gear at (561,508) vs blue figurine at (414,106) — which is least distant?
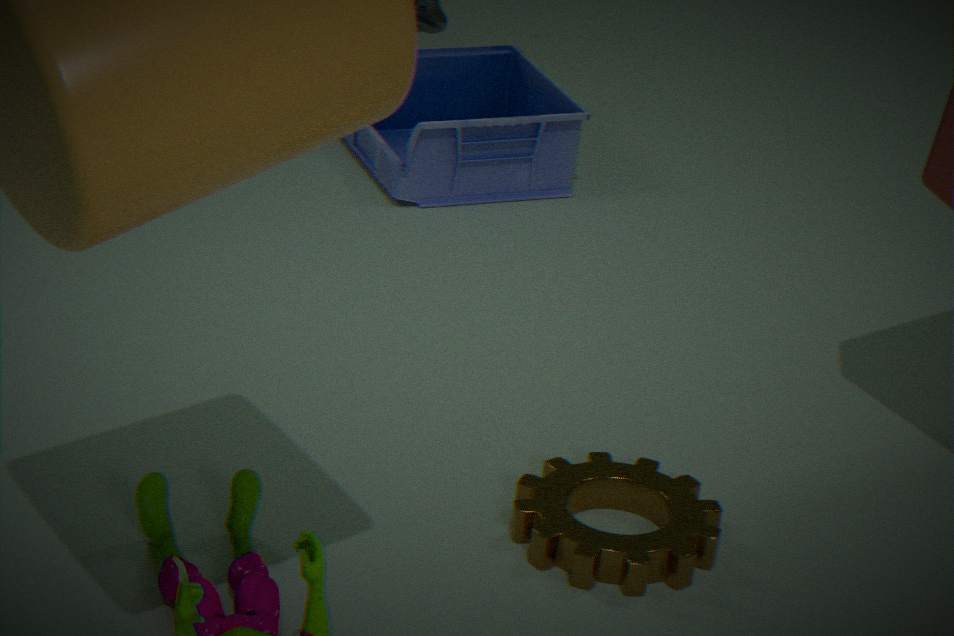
gear at (561,508)
